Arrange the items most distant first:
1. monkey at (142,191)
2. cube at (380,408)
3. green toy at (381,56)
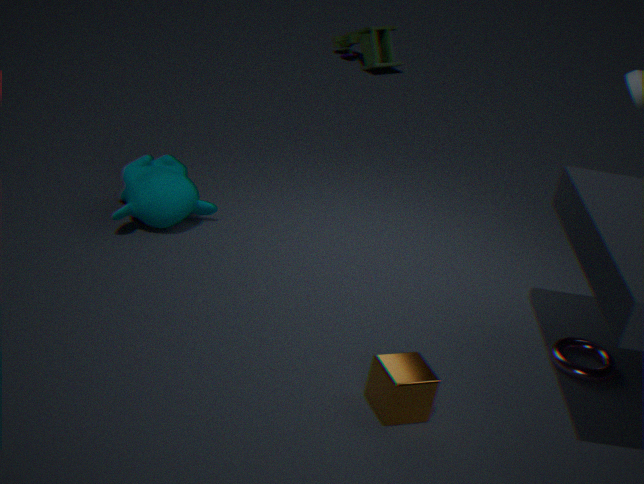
green toy at (381,56)
monkey at (142,191)
cube at (380,408)
